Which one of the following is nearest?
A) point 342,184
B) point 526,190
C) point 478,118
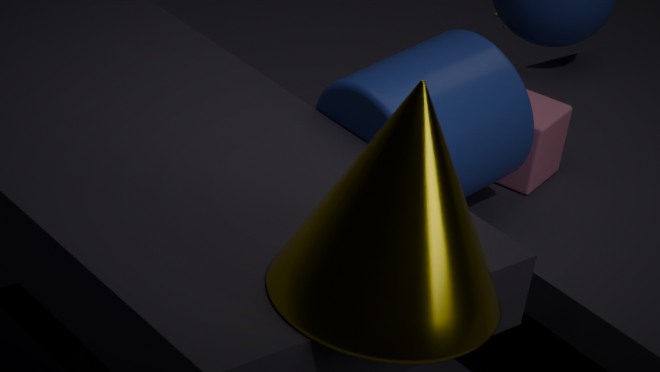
point 342,184
